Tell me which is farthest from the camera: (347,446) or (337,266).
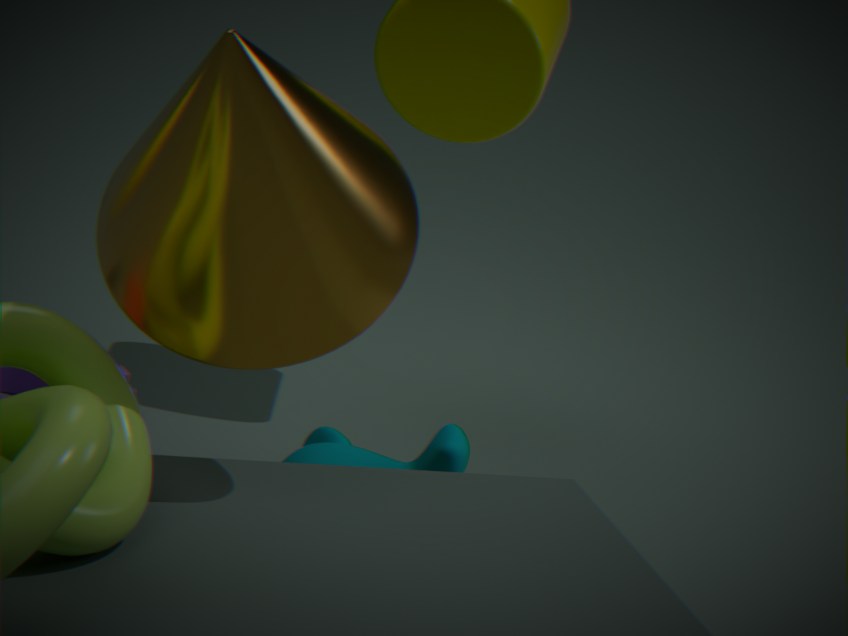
(347,446)
